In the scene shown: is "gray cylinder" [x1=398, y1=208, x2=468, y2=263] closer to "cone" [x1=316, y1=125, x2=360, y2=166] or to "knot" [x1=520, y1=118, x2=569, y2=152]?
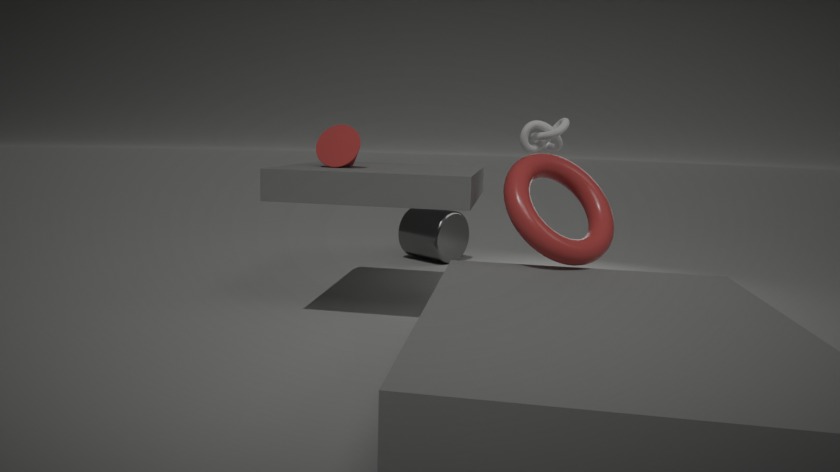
"knot" [x1=520, y1=118, x2=569, y2=152]
